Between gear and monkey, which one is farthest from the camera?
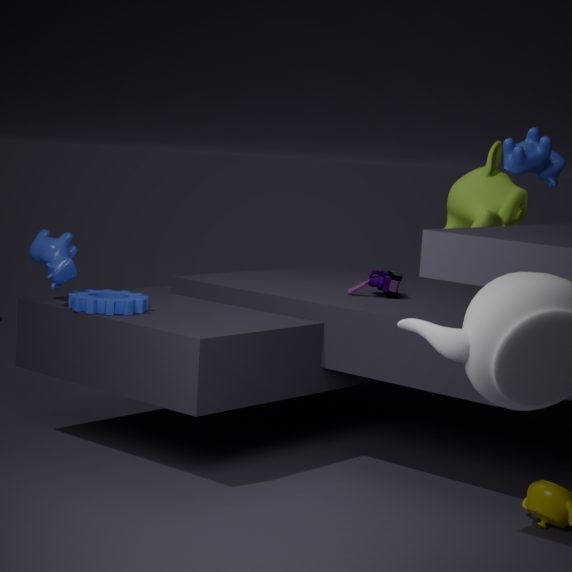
monkey
